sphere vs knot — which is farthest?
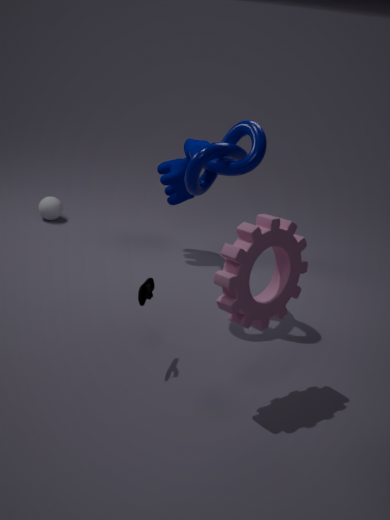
sphere
